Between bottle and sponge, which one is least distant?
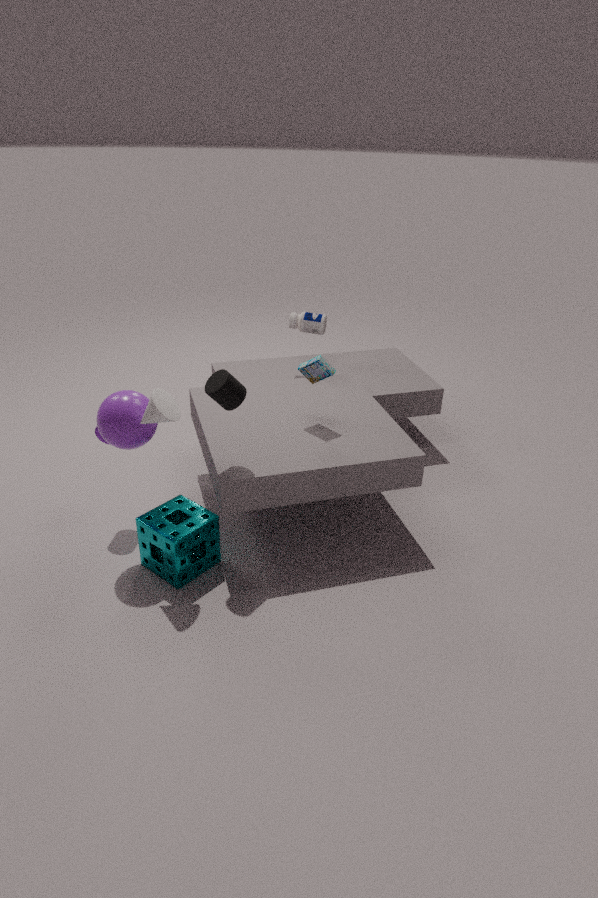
sponge
